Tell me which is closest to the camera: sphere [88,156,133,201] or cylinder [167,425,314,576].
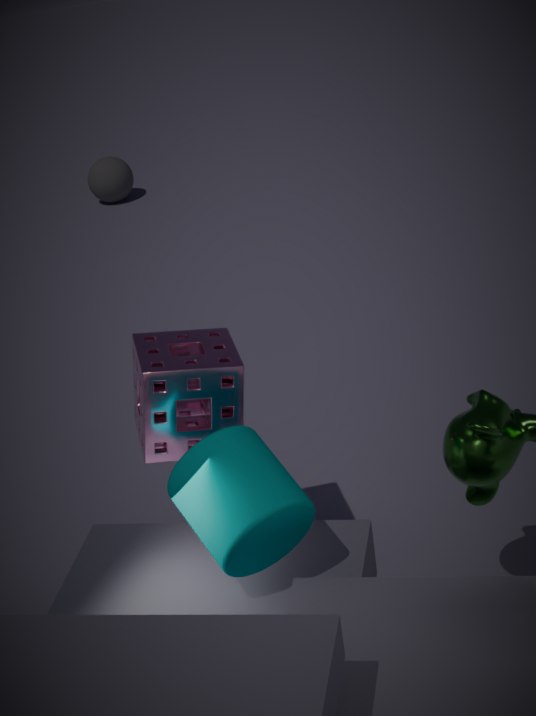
cylinder [167,425,314,576]
